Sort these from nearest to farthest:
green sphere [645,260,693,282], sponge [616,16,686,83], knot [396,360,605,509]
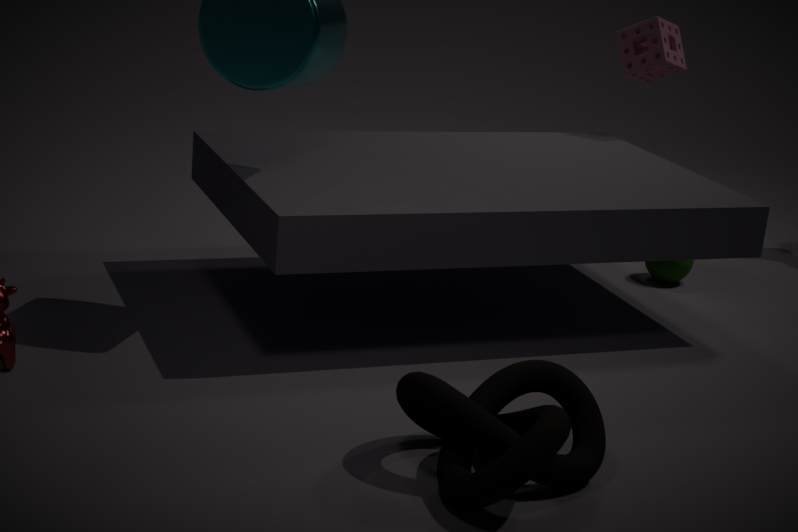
knot [396,360,605,509]
green sphere [645,260,693,282]
sponge [616,16,686,83]
